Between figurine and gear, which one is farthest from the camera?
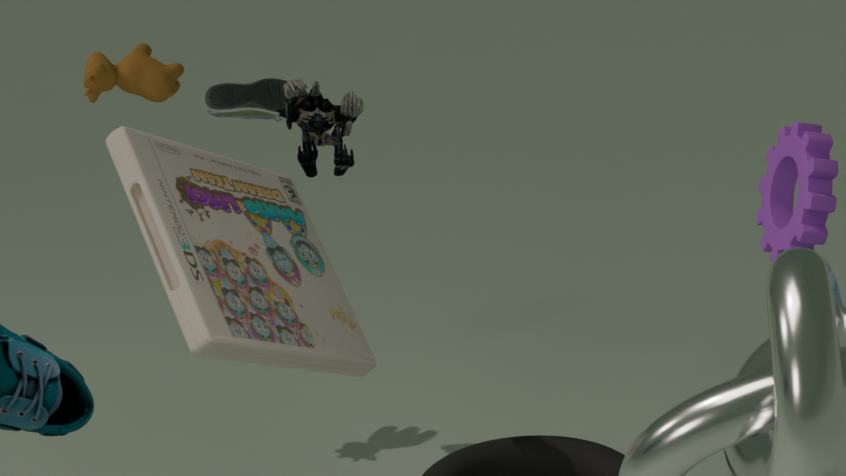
figurine
